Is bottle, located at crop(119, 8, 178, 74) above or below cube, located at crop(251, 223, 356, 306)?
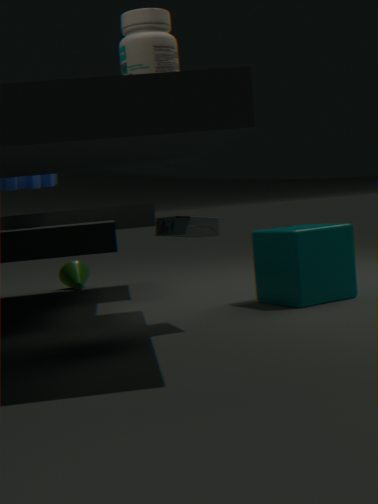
above
